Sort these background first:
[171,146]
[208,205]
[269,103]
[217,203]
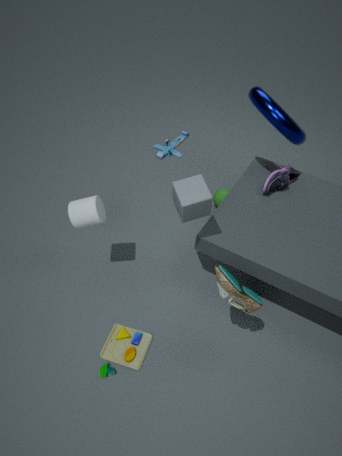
[171,146]
[217,203]
[269,103]
[208,205]
